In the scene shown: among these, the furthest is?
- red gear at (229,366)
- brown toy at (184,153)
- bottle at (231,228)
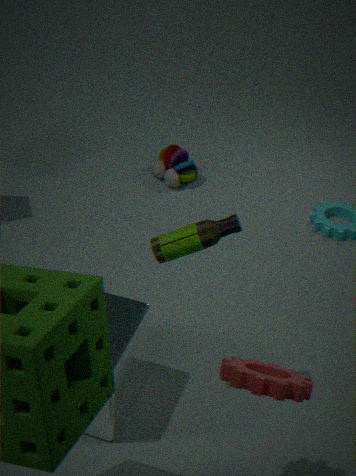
brown toy at (184,153)
